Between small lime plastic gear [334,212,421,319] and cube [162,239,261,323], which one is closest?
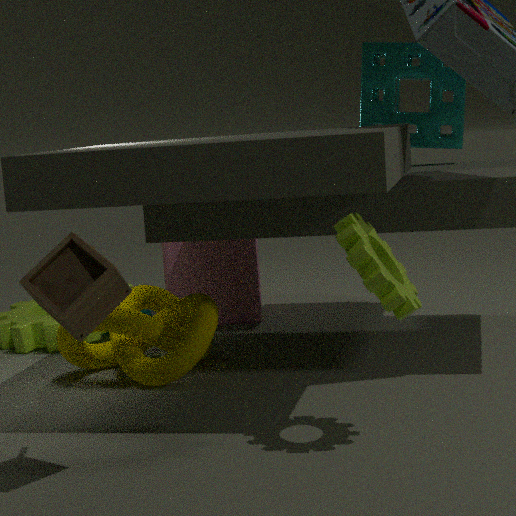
small lime plastic gear [334,212,421,319]
